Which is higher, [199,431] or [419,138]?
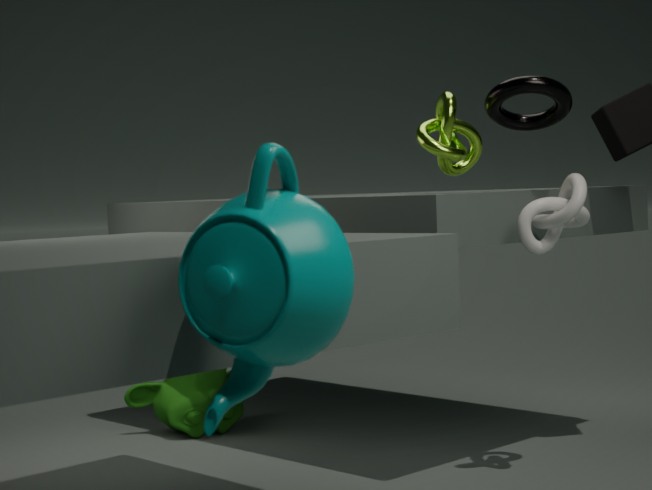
[419,138]
